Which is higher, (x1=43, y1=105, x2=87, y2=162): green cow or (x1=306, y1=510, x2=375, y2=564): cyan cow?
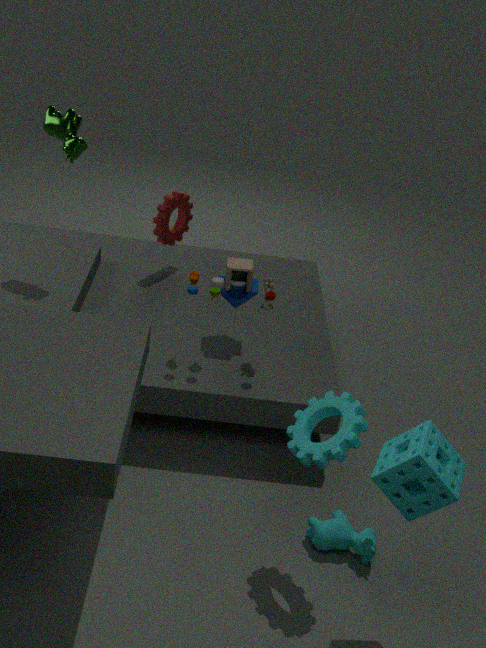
(x1=43, y1=105, x2=87, y2=162): green cow
